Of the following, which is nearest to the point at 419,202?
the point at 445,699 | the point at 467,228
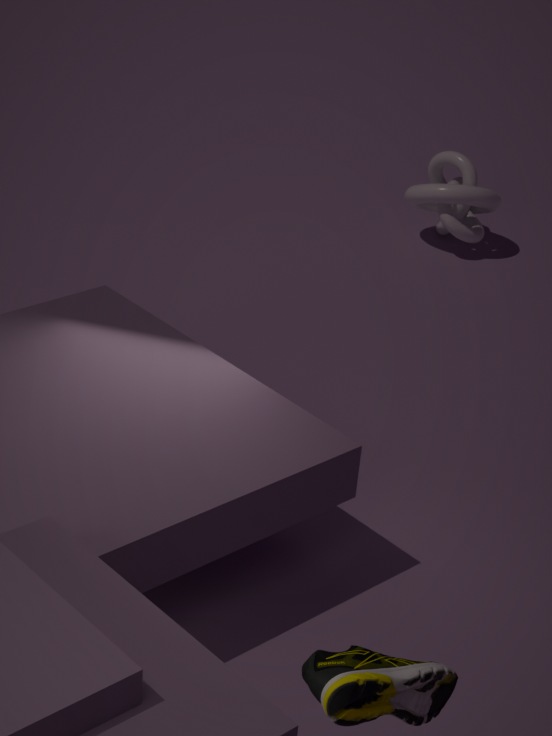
the point at 467,228
